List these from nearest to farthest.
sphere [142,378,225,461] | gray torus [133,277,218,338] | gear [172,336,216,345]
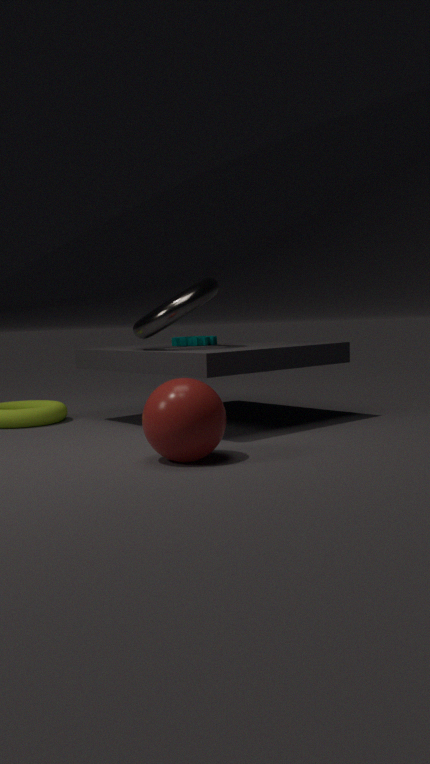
sphere [142,378,225,461] → gray torus [133,277,218,338] → gear [172,336,216,345]
